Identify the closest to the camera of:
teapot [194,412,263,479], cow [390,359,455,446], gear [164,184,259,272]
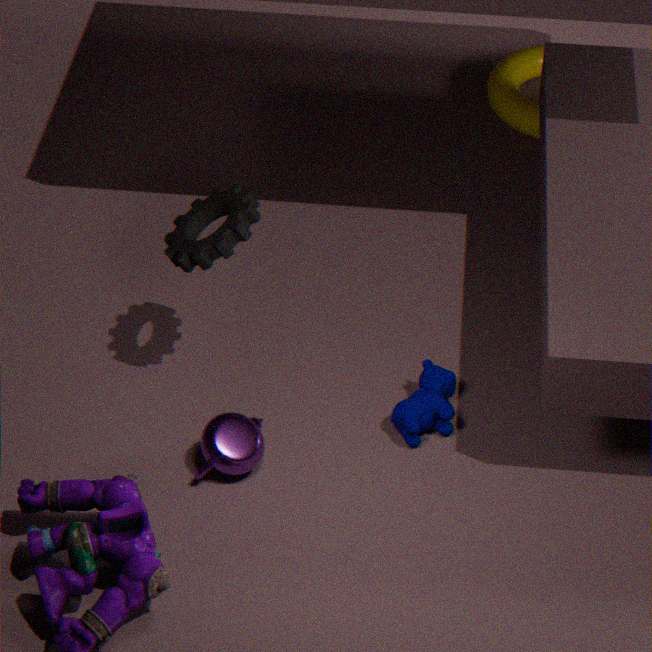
teapot [194,412,263,479]
